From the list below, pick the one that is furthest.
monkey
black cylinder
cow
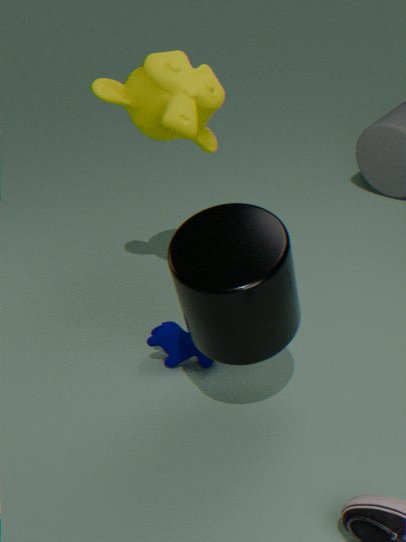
cow
